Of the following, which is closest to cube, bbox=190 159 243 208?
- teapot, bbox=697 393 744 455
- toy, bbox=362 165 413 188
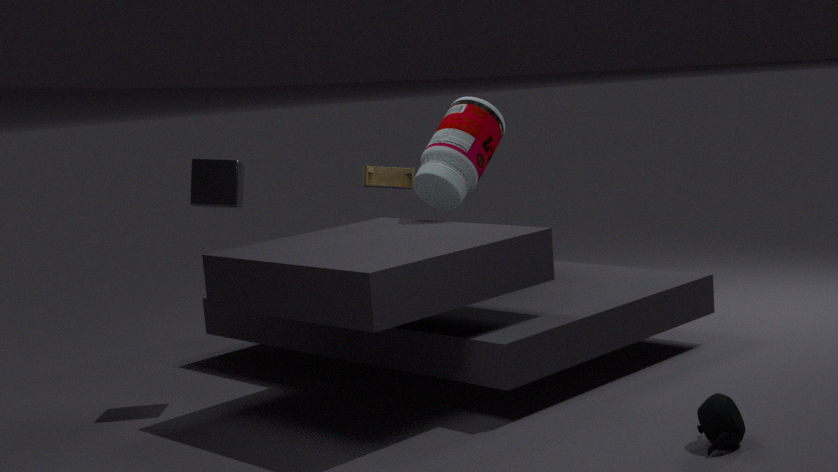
toy, bbox=362 165 413 188
